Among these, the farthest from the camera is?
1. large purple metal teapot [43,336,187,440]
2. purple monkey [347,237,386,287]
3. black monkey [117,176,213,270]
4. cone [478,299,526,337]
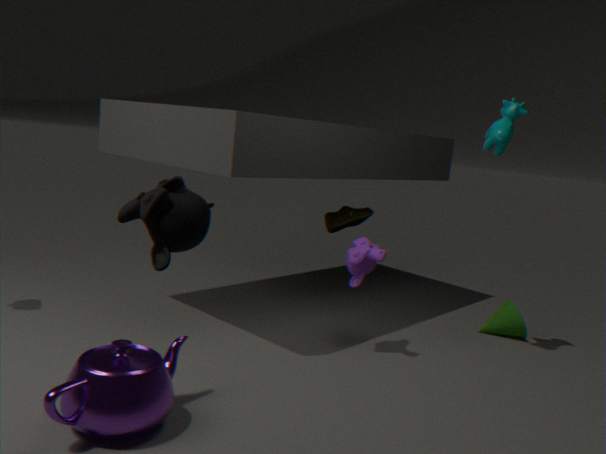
cone [478,299,526,337]
